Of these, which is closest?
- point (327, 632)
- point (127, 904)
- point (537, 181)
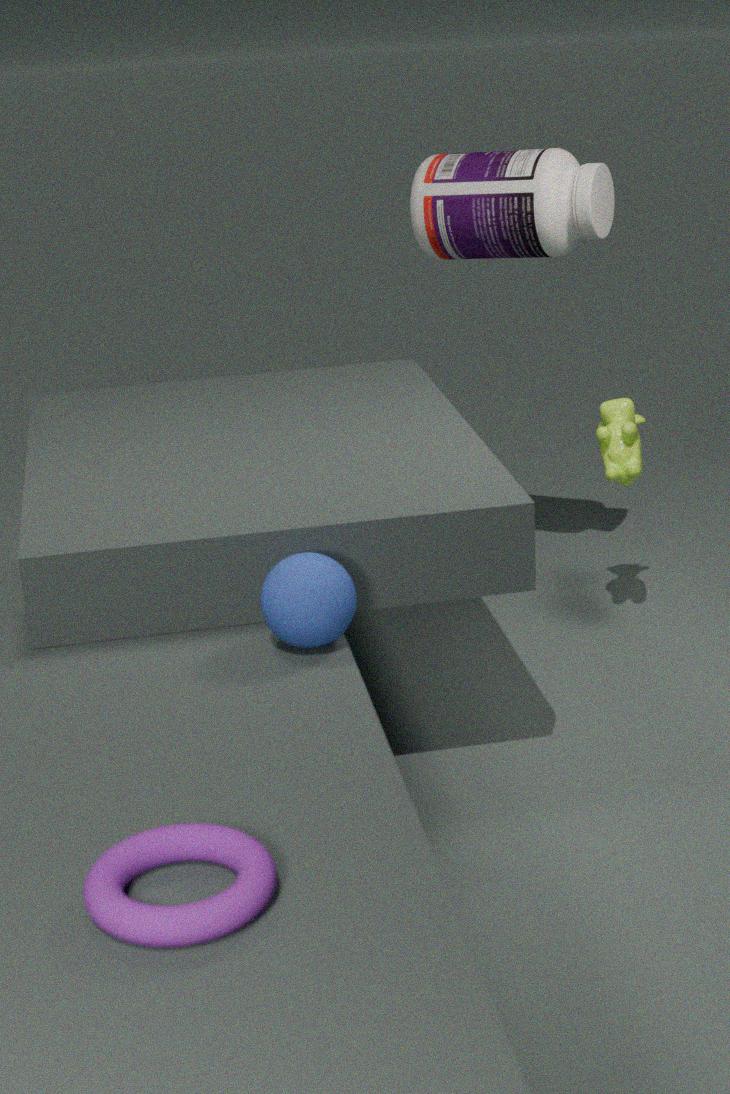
point (127, 904)
